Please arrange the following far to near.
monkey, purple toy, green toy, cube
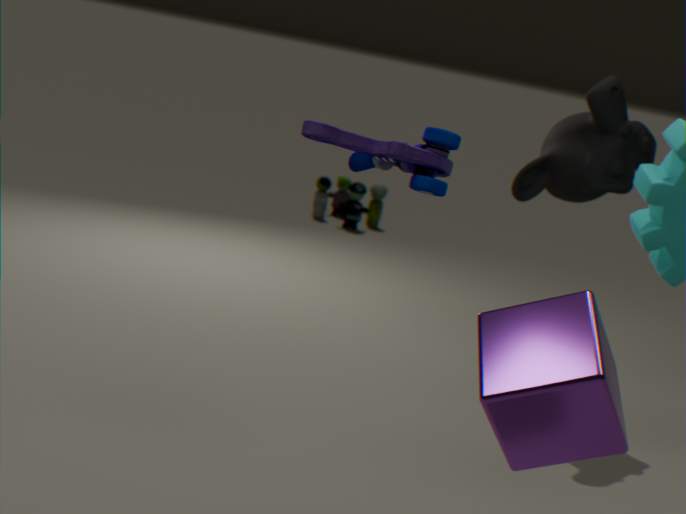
green toy
monkey
purple toy
cube
